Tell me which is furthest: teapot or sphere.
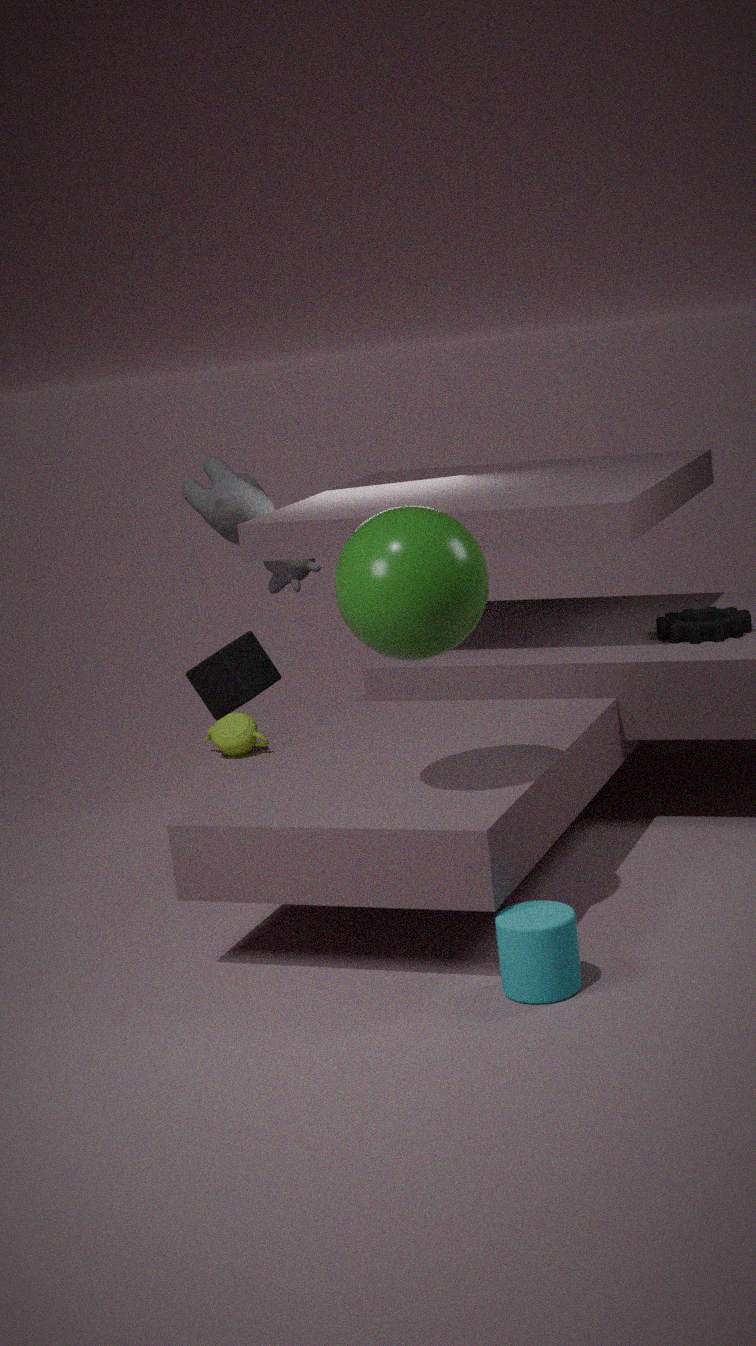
teapot
